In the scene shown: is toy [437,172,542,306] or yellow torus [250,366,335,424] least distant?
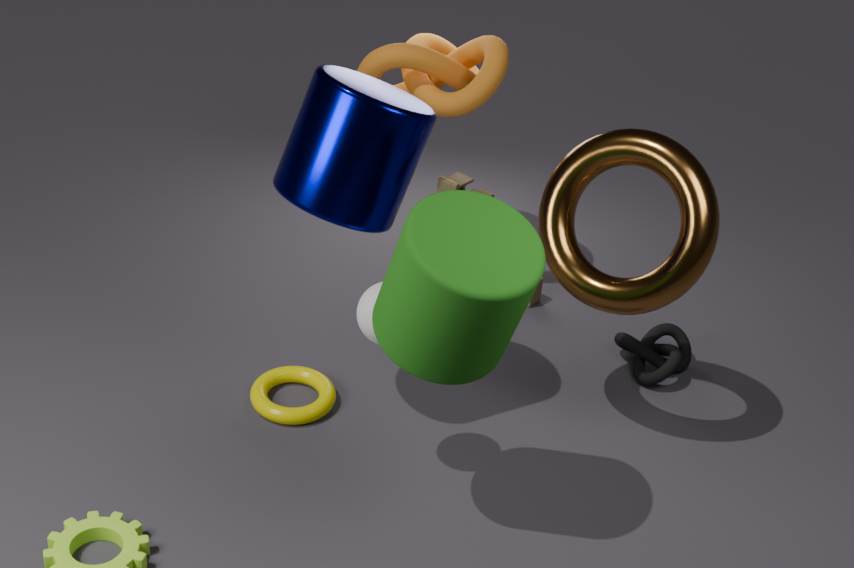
→ yellow torus [250,366,335,424]
